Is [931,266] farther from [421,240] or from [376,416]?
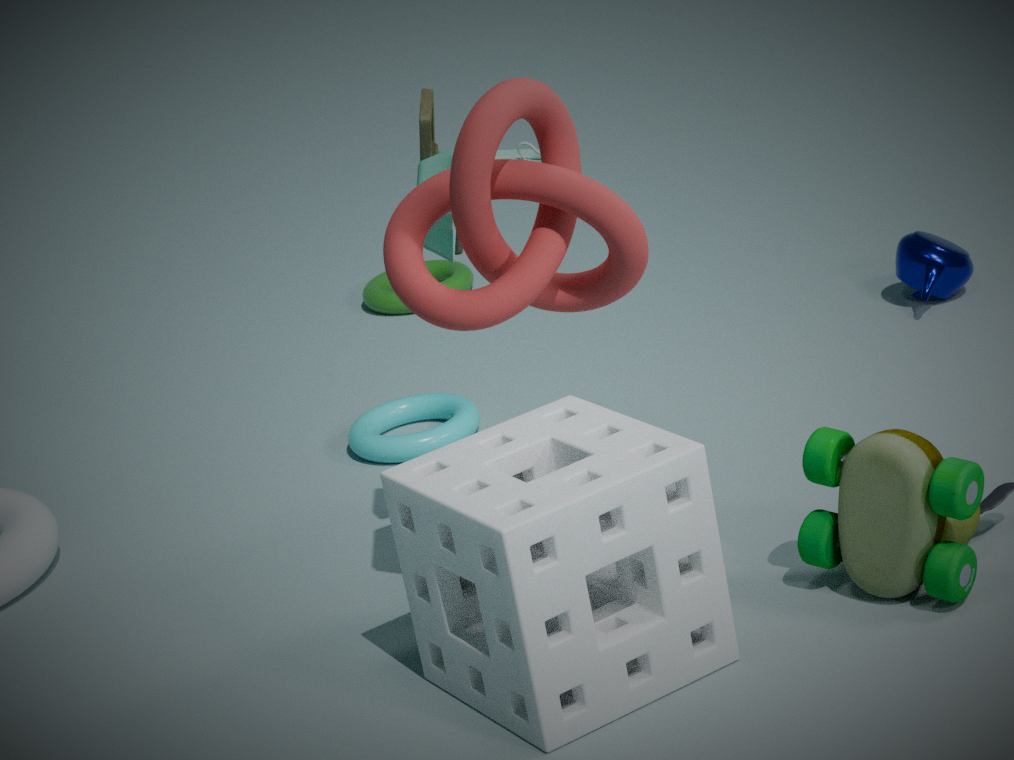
[421,240]
